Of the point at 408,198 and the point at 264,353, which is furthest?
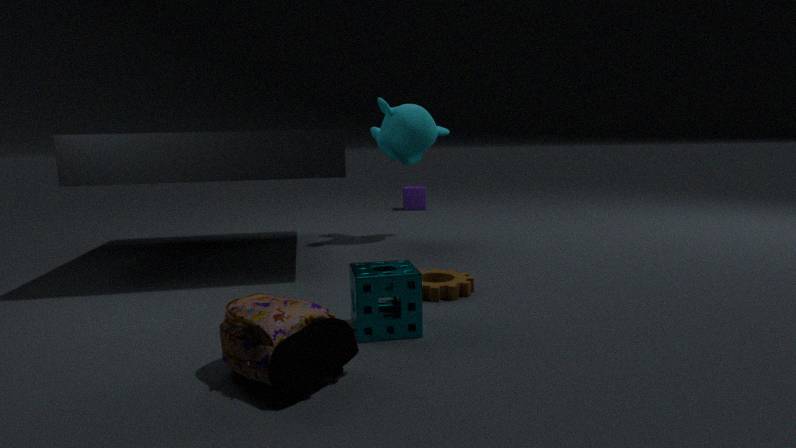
the point at 408,198
